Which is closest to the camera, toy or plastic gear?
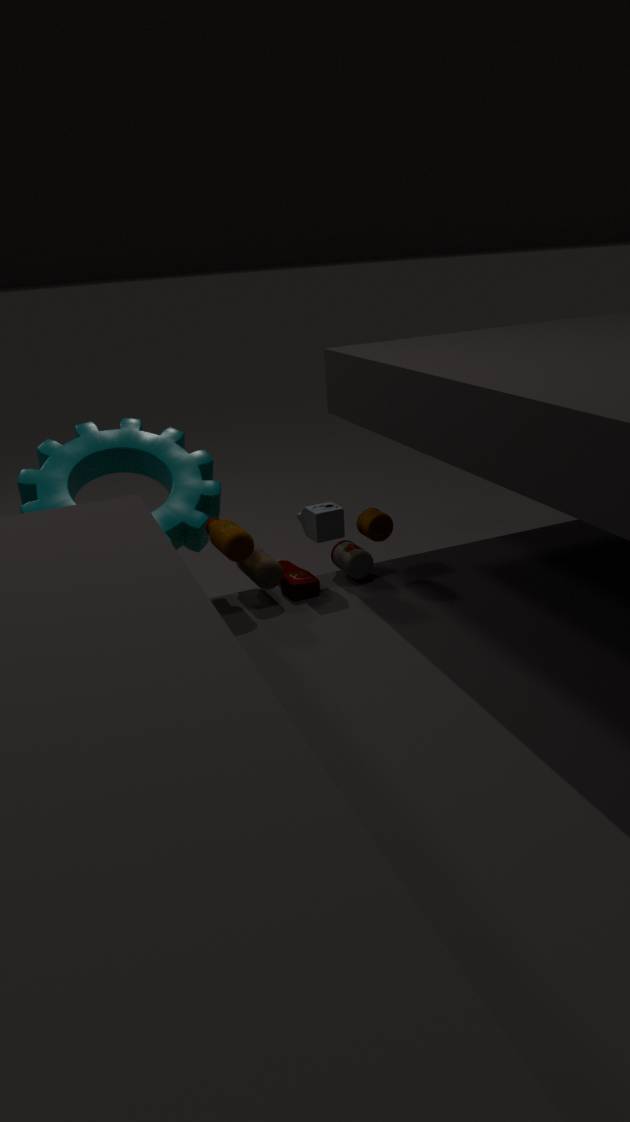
toy
